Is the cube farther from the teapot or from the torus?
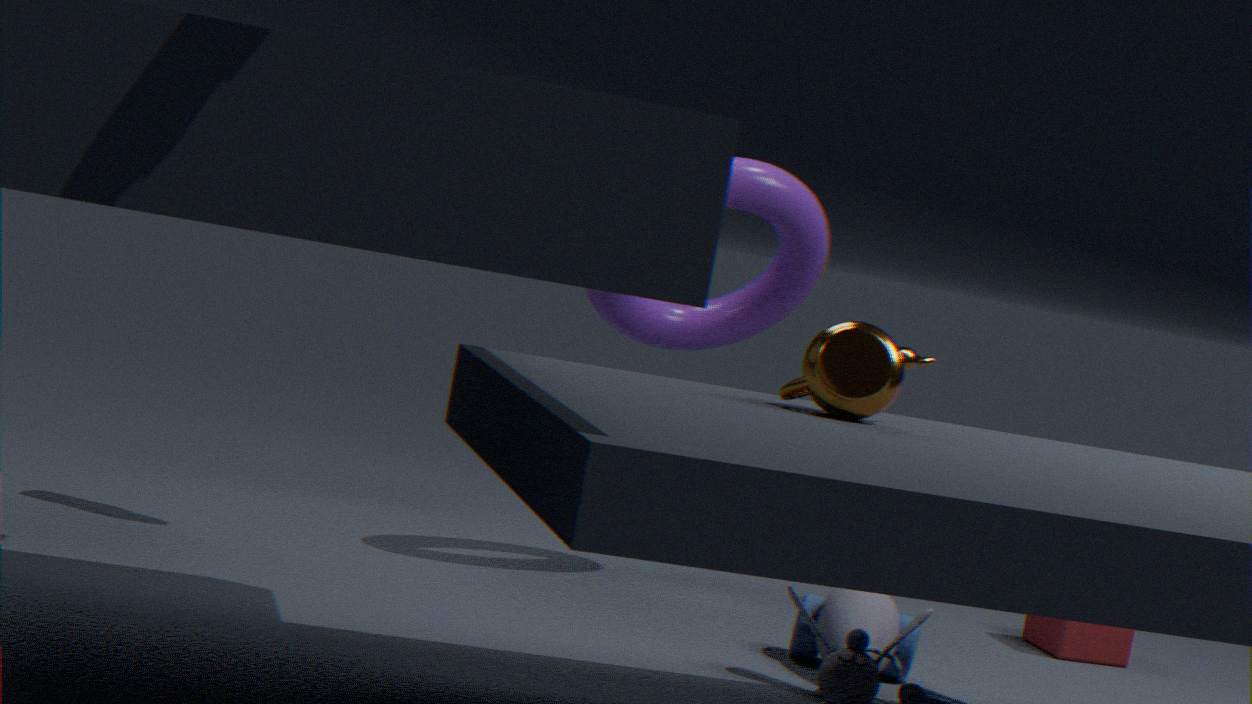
the teapot
